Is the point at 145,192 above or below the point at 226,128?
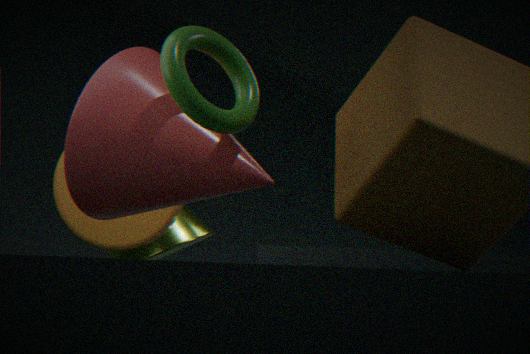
below
